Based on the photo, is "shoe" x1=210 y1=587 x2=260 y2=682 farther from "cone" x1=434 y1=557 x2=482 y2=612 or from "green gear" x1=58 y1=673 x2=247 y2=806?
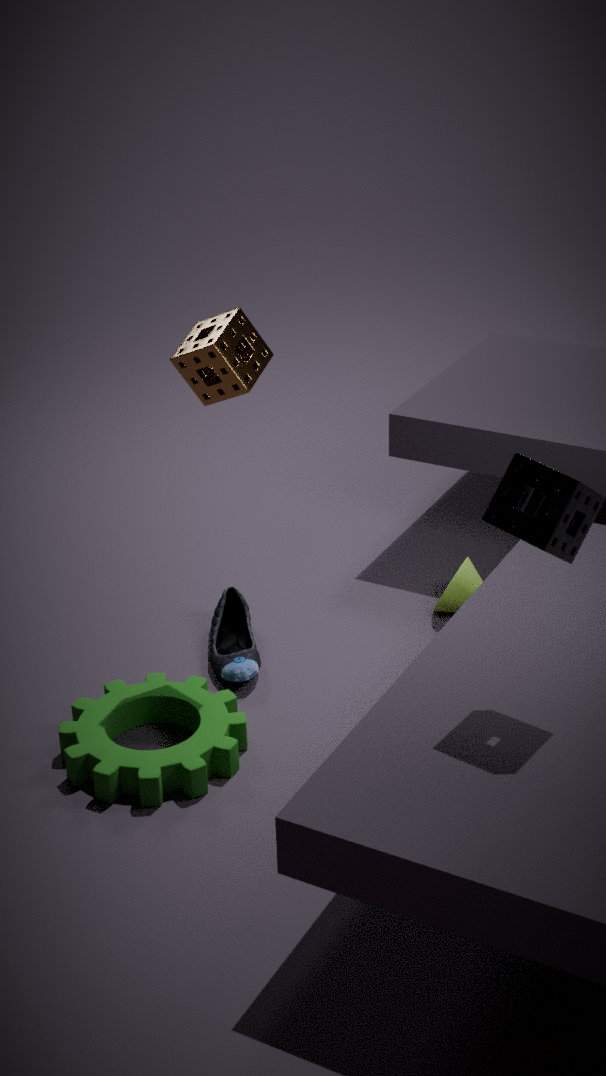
"cone" x1=434 y1=557 x2=482 y2=612
